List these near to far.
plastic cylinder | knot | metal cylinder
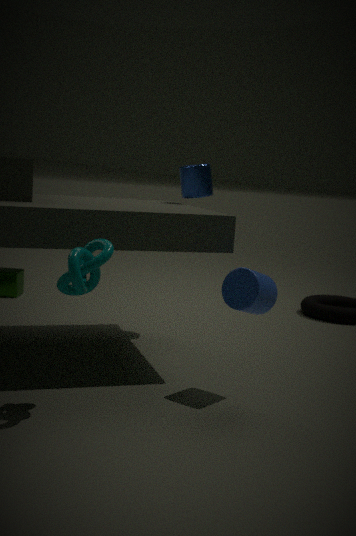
knot < plastic cylinder < metal cylinder
